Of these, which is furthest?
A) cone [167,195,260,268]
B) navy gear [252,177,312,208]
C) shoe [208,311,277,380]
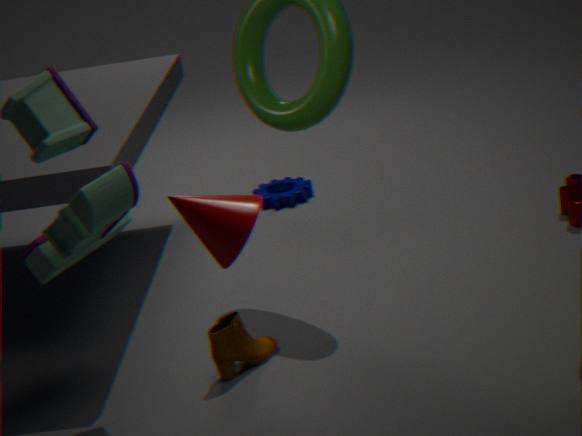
navy gear [252,177,312,208]
